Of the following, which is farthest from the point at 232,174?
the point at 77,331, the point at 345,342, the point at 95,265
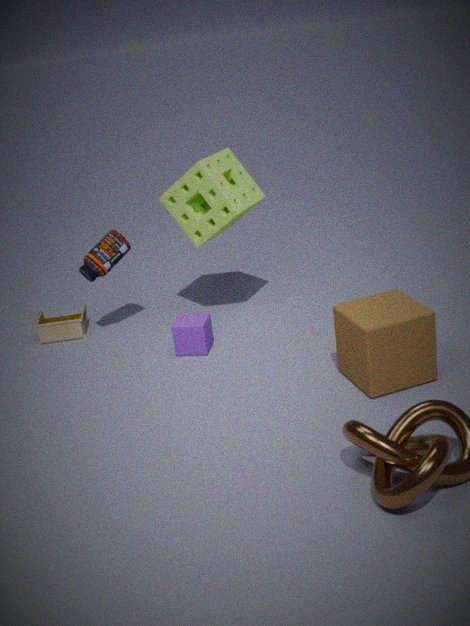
the point at 345,342
